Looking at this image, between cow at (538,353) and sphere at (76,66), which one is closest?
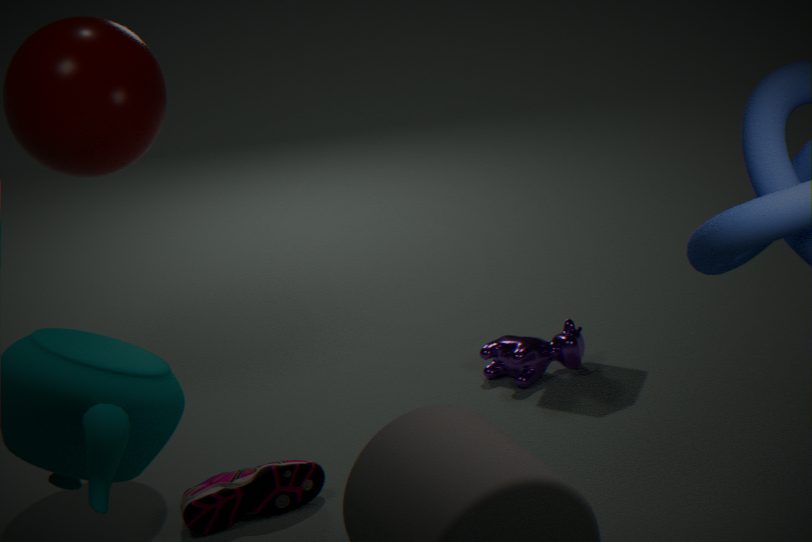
sphere at (76,66)
